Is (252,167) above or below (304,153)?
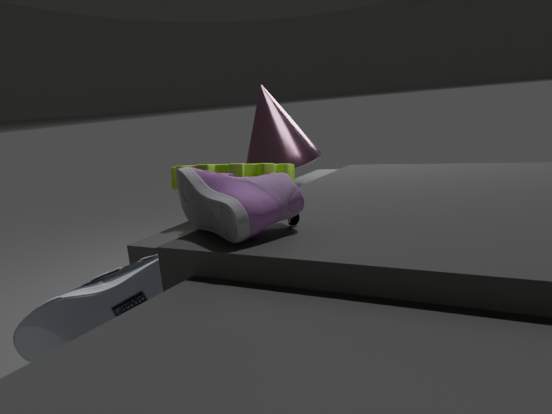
below
